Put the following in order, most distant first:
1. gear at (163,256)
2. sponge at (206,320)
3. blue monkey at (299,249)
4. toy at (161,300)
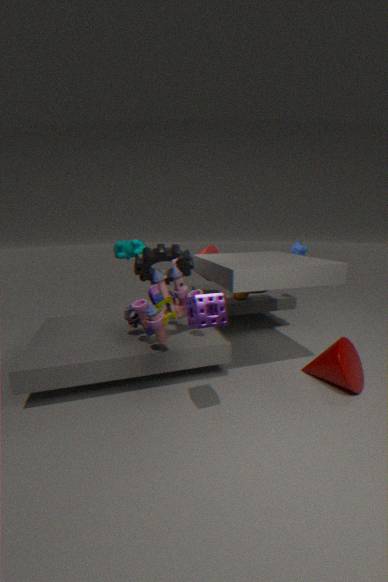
blue monkey at (299,249) < gear at (163,256) < toy at (161,300) < sponge at (206,320)
